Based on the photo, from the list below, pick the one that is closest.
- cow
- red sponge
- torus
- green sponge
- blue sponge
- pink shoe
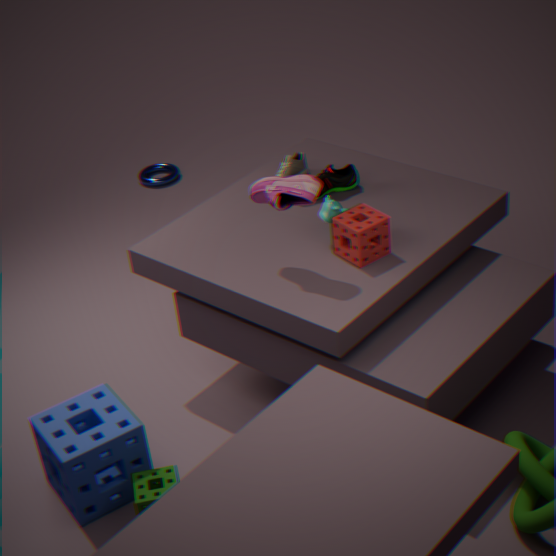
green sponge
